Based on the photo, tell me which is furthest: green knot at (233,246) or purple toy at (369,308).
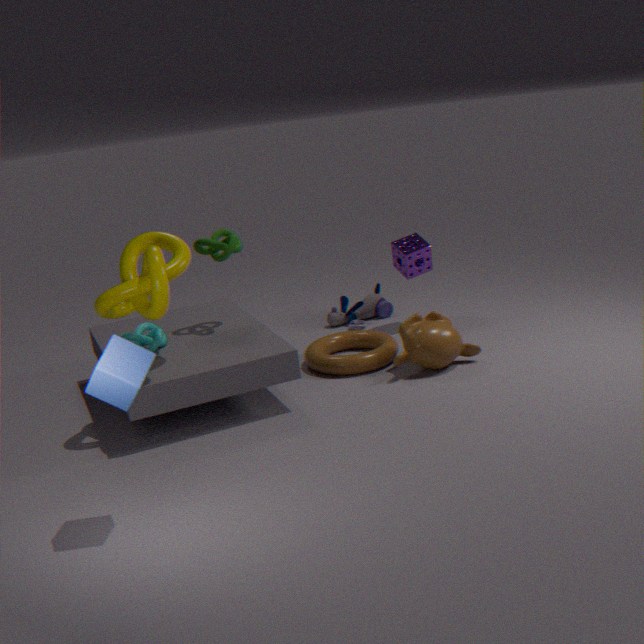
purple toy at (369,308)
